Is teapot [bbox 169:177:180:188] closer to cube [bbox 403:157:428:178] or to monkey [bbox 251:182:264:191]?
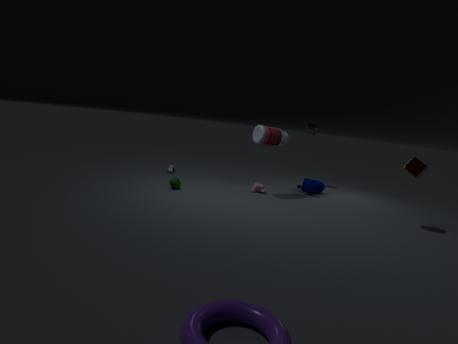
monkey [bbox 251:182:264:191]
